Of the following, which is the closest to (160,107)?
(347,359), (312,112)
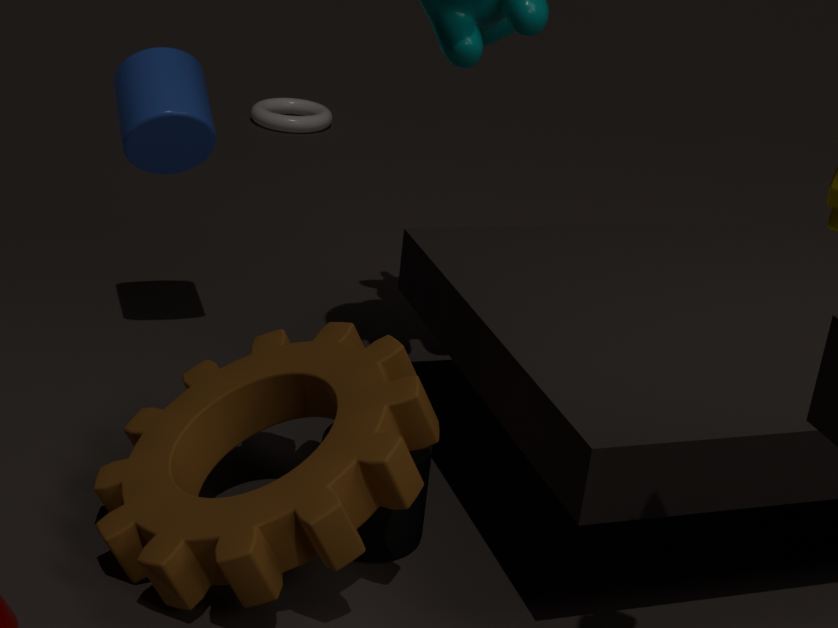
(347,359)
